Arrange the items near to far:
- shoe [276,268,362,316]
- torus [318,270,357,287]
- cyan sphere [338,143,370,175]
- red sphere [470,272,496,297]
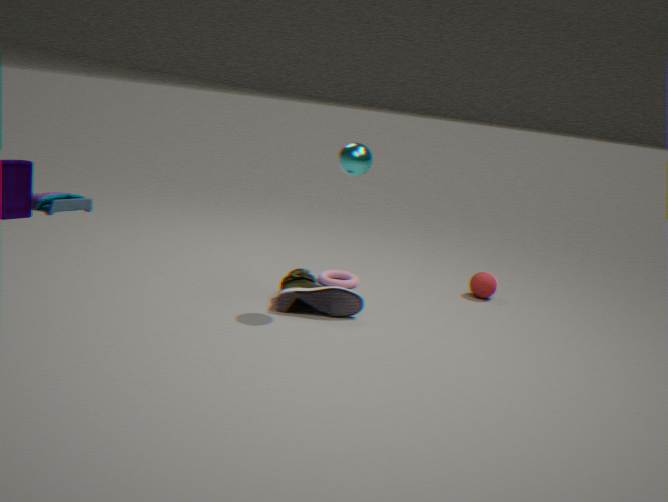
cyan sphere [338,143,370,175]
shoe [276,268,362,316]
torus [318,270,357,287]
red sphere [470,272,496,297]
